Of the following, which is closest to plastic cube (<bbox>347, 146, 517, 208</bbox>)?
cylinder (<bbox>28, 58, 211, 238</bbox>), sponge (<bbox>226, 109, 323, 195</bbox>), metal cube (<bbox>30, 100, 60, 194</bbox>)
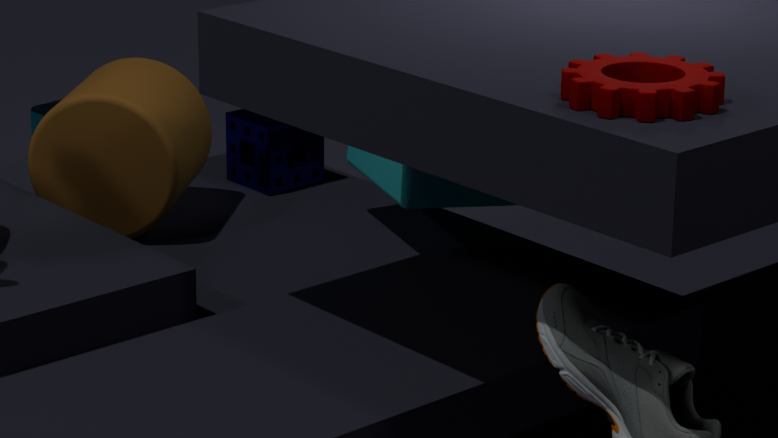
sponge (<bbox>226, 109, 323, 195</bbox>)
